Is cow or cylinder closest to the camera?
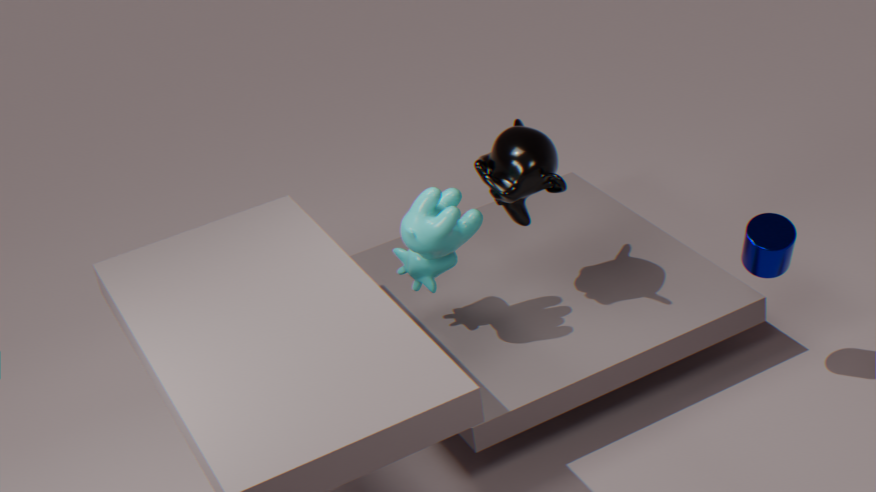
cylinder
